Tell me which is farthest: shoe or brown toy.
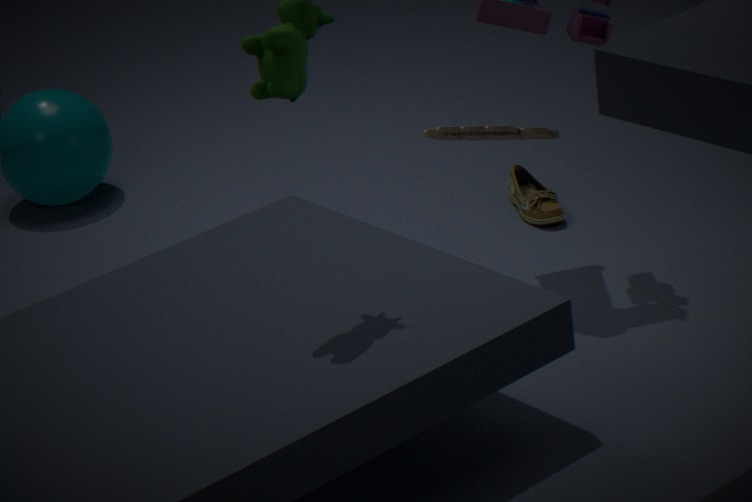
shoe
